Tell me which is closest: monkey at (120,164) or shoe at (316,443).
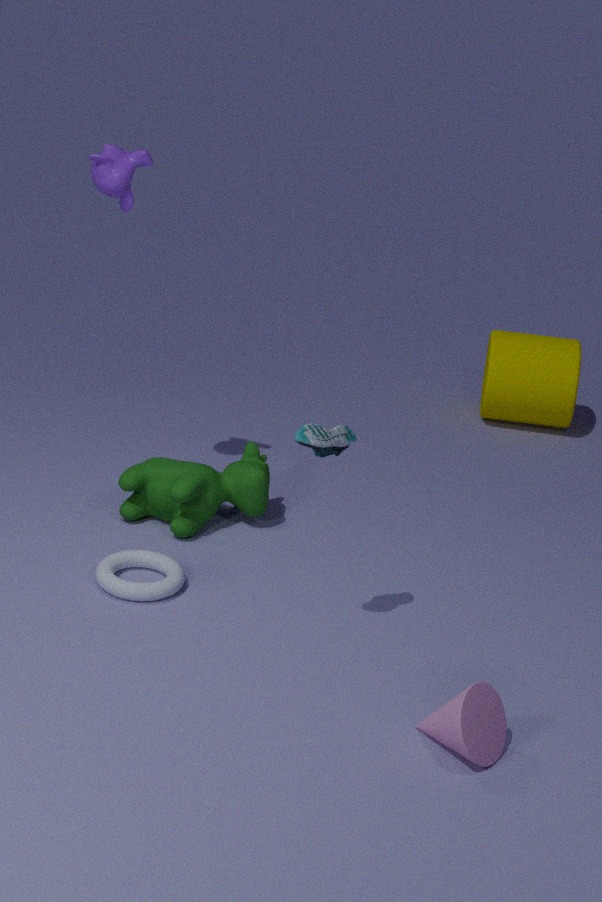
shoe at (316,443)
